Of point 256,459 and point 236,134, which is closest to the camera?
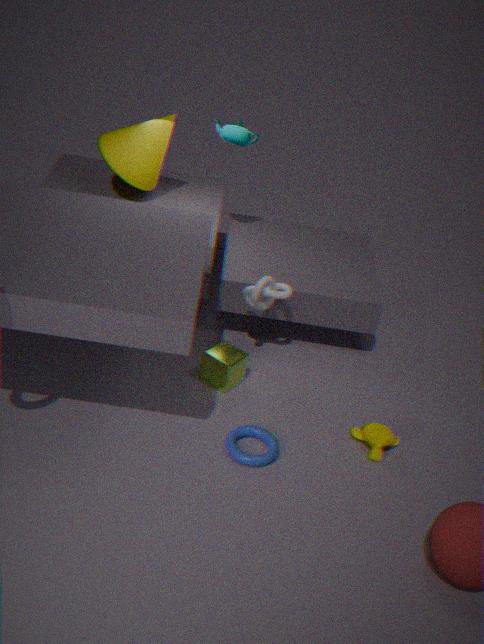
point 256,459
